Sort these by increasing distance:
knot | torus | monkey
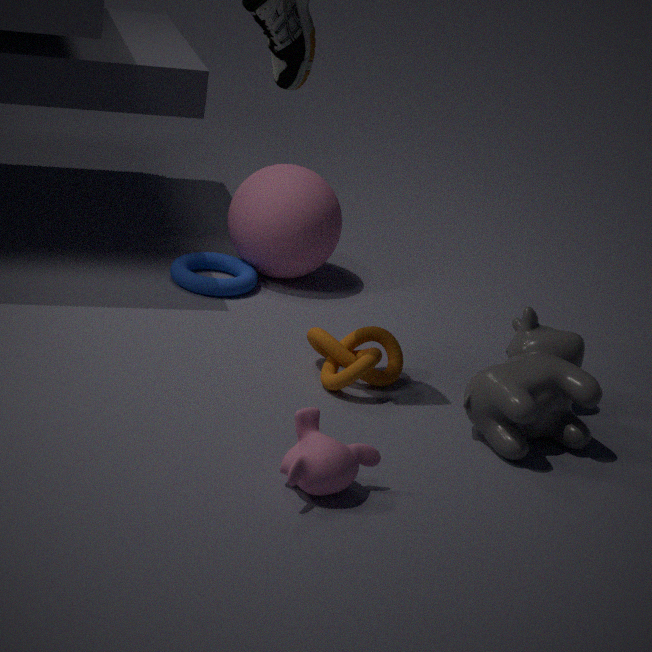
monkey, knot, torus
